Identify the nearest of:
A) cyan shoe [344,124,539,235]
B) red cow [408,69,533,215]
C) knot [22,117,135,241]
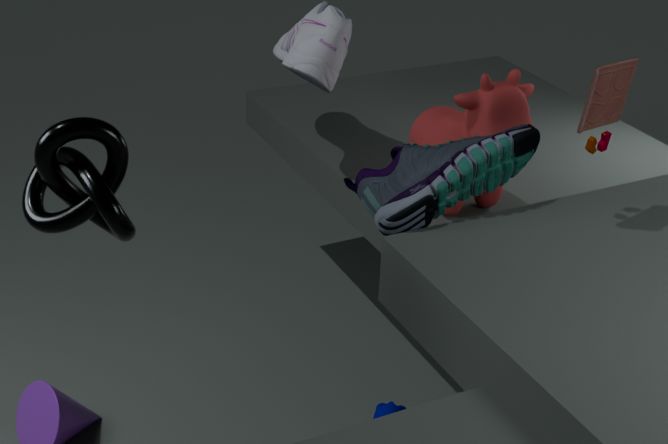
knot [22,117,135,241]
